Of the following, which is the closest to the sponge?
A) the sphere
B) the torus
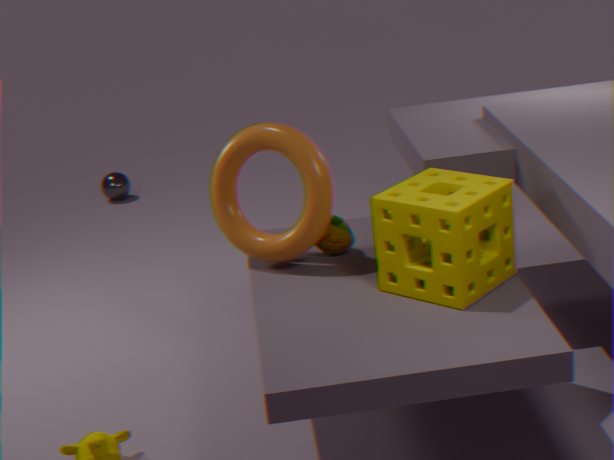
the torus
